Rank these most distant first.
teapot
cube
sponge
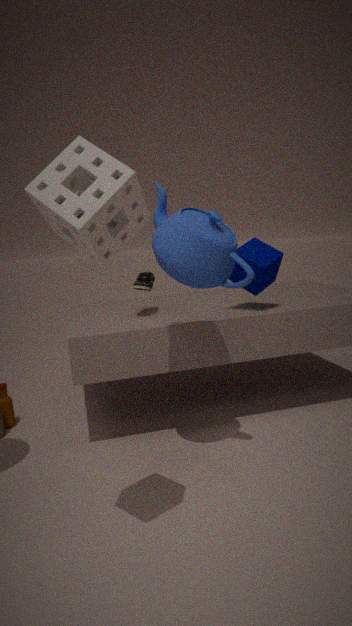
cube → teapot → sponge
